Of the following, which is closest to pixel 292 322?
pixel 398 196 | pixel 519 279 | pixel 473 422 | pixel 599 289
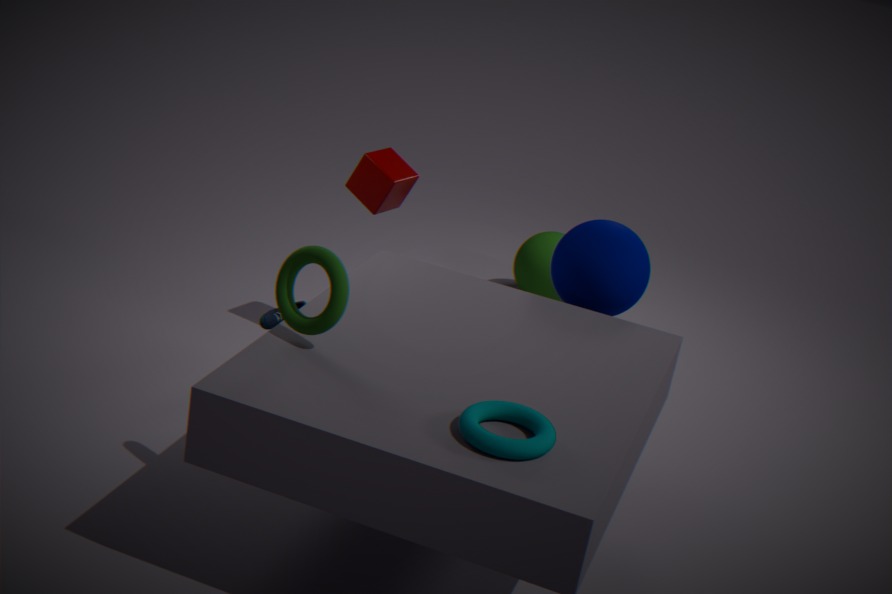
pixel 473 422
